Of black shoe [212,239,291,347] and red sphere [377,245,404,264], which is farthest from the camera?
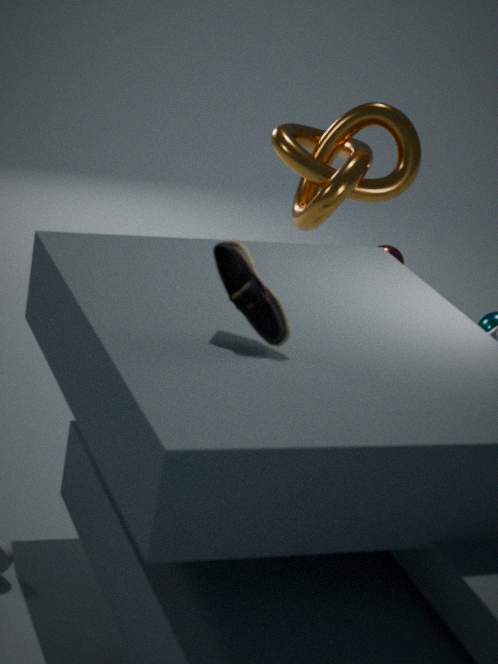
red sphere [377,245,404,264]
